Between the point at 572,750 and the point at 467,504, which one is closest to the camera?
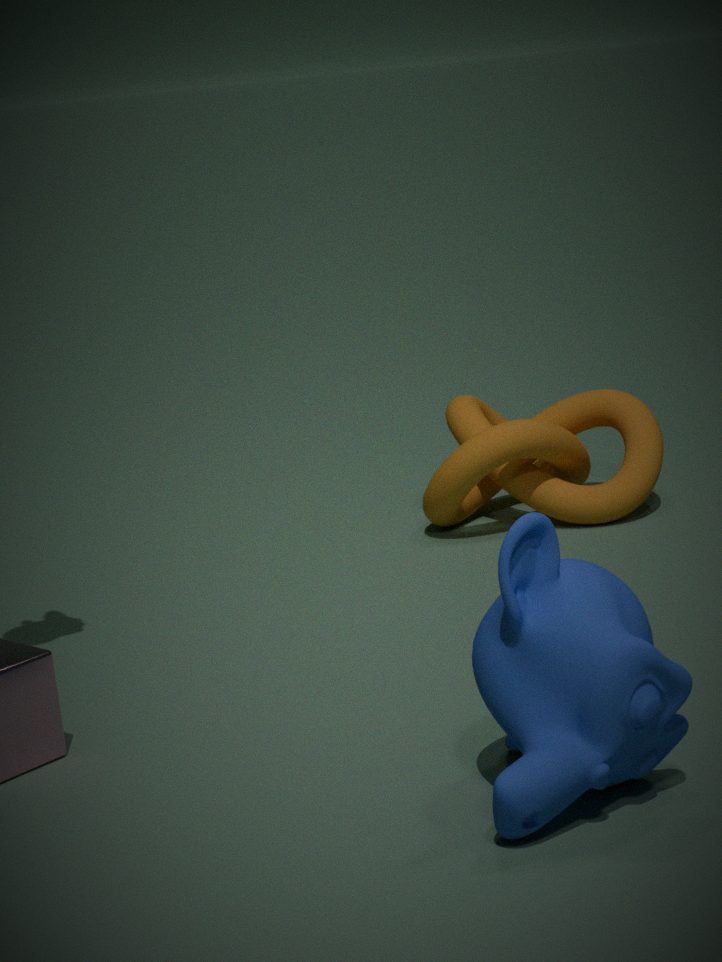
the point at 572,750
